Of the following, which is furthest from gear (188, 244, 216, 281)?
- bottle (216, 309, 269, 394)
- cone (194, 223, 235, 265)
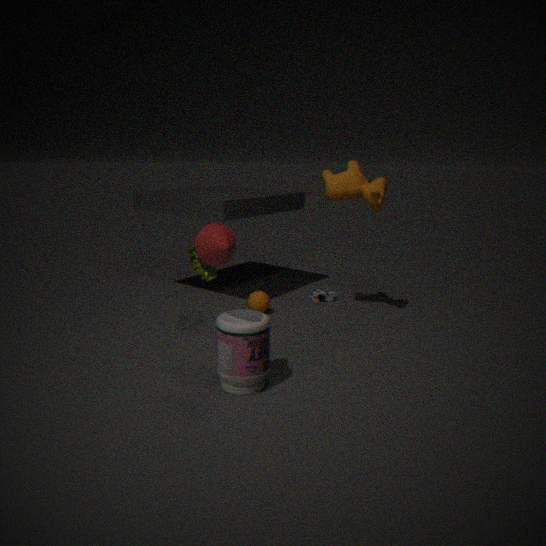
cone (194, 223, 235, 265)
